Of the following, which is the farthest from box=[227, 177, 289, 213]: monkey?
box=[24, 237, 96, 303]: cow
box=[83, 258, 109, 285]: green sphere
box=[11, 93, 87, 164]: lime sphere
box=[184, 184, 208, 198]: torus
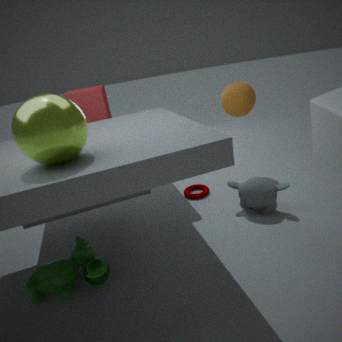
box=[11, 93, 87, 164]: lime sphere
